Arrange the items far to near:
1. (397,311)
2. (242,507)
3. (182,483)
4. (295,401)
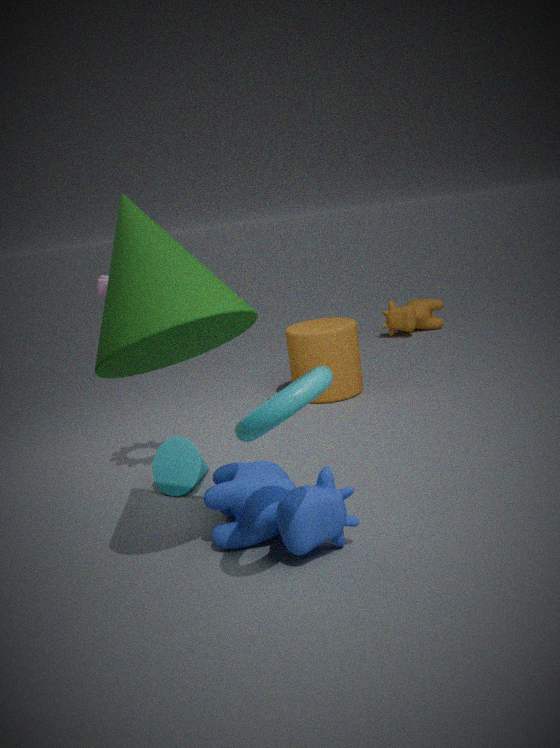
(397,311), (182,483), (242,507), (295,401)
